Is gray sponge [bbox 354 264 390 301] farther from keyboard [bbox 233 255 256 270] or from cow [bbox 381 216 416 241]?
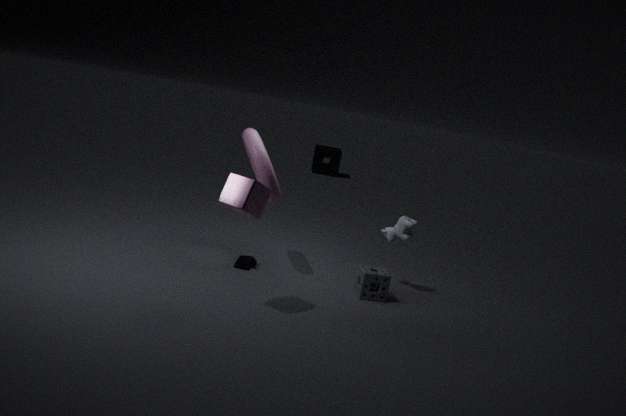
keyboard [bbox 233 255 256 270]
